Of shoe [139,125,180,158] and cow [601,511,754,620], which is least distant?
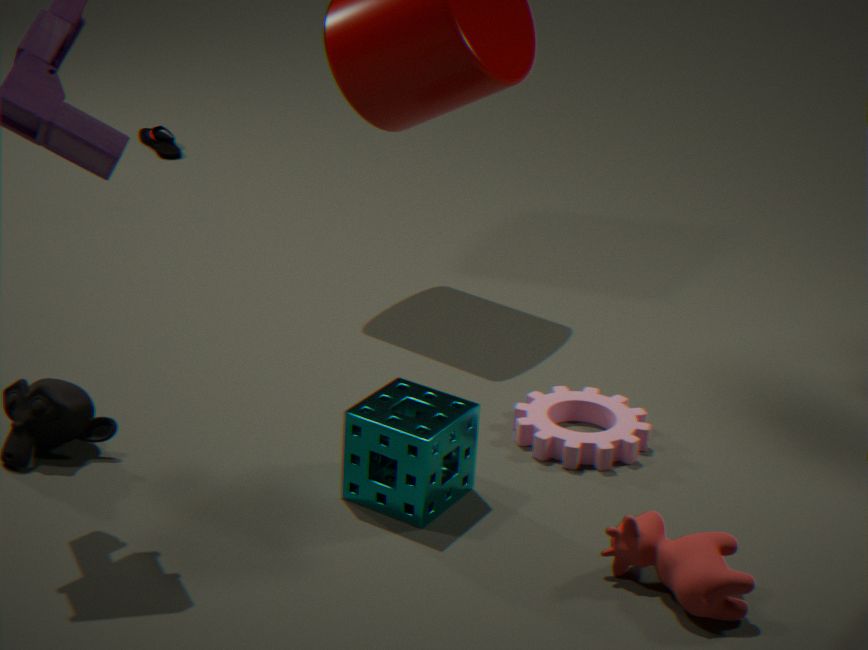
cow [601,511,754,620]
